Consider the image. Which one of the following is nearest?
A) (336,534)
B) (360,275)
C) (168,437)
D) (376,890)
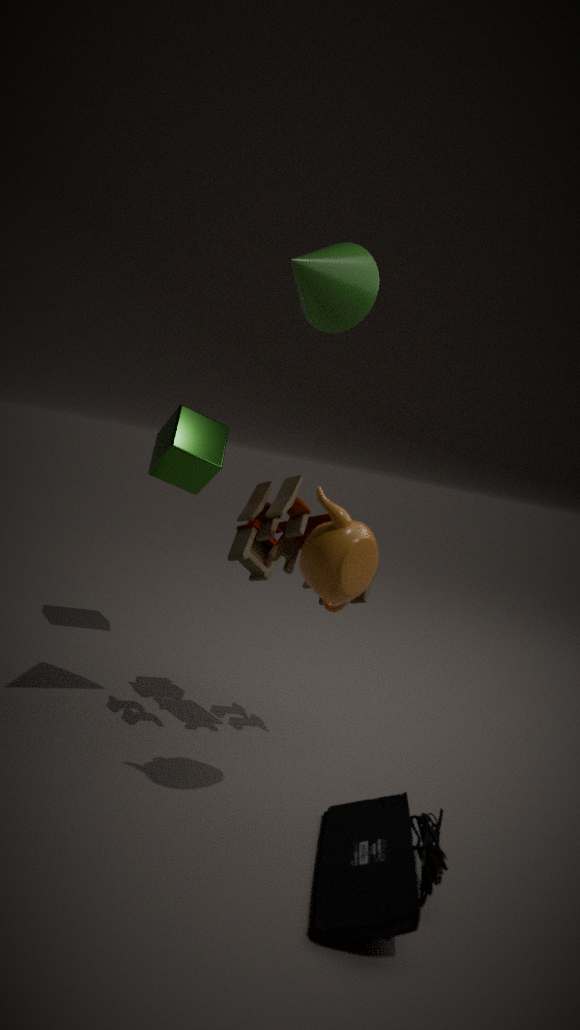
(376,890)
